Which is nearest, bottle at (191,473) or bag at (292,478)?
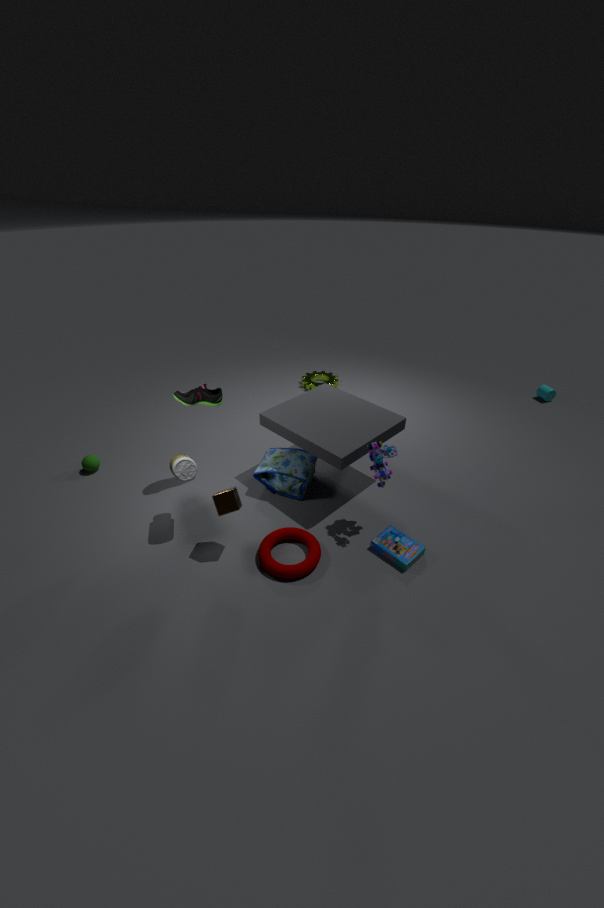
bottle at (191,473)
